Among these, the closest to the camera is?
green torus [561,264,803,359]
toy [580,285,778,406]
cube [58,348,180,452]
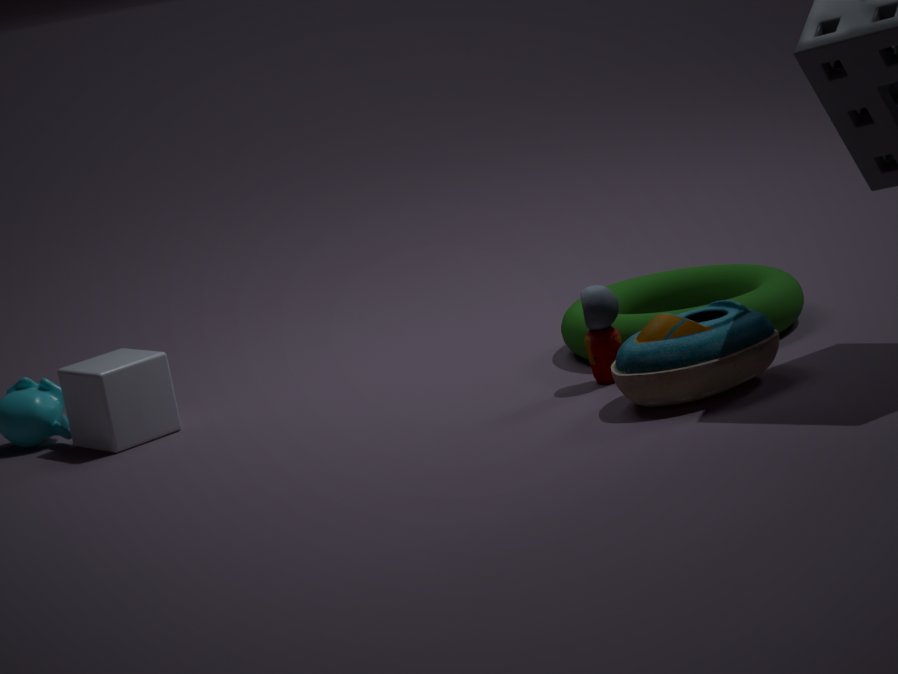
toy [580,285,778,406]
